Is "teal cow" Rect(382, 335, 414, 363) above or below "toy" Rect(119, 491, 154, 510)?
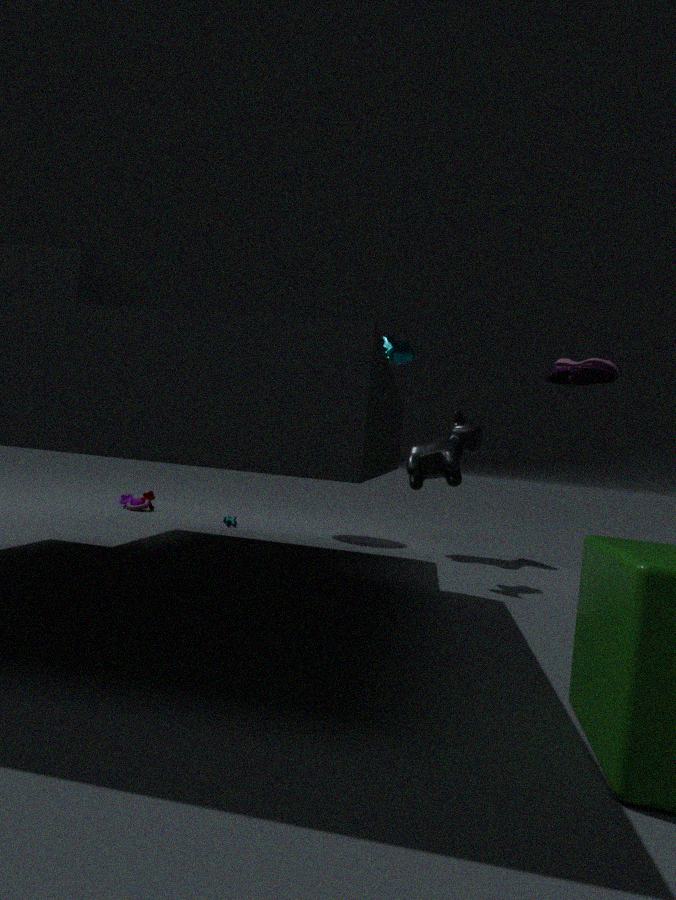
above
